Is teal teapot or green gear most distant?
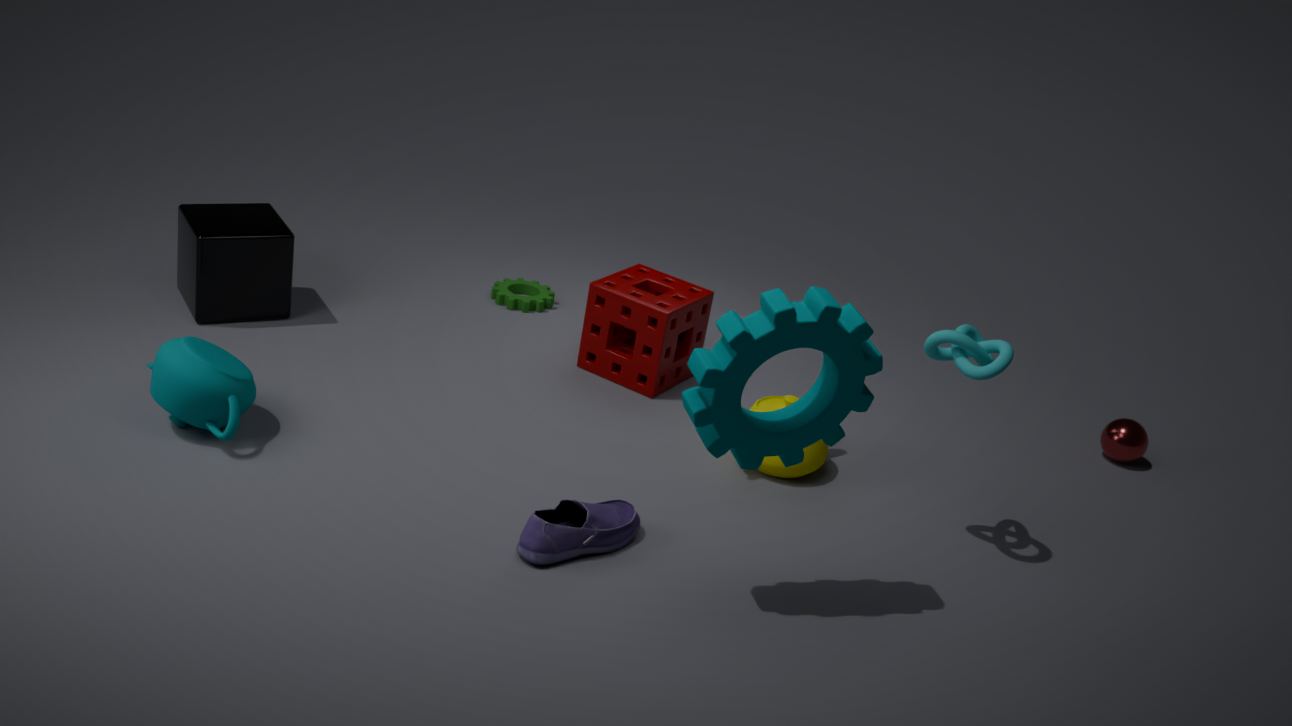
green gear
